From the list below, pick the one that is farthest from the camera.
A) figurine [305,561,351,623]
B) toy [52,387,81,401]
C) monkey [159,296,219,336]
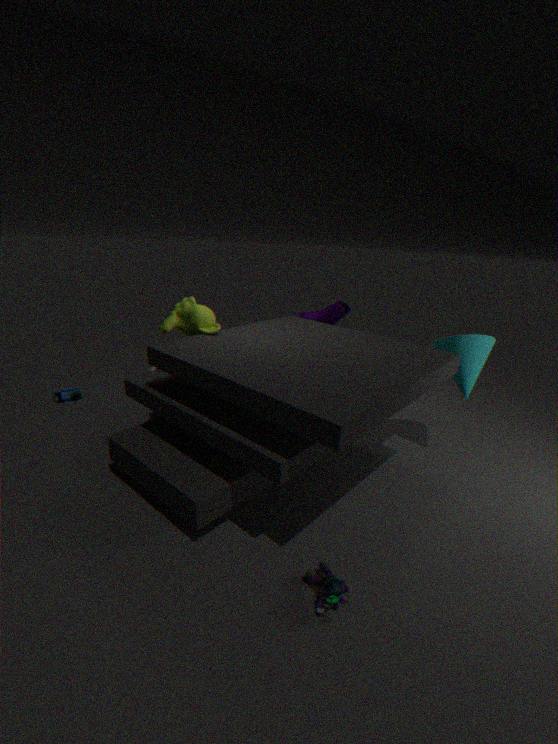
toy [52,387,81,401]
